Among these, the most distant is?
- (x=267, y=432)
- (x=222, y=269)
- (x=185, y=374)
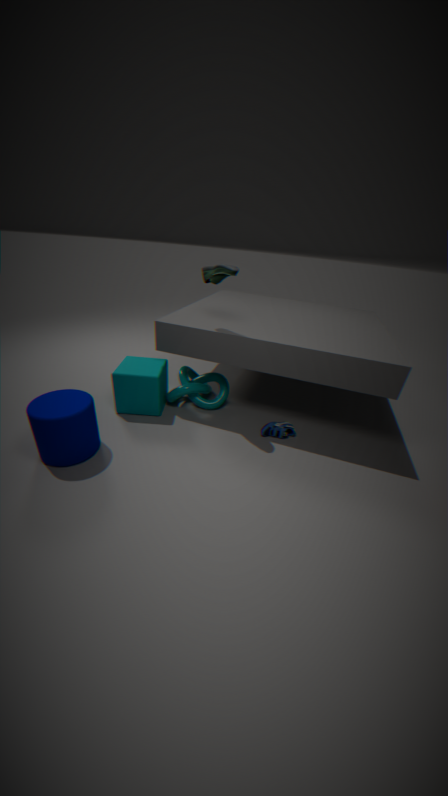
(x=185, y=374)
